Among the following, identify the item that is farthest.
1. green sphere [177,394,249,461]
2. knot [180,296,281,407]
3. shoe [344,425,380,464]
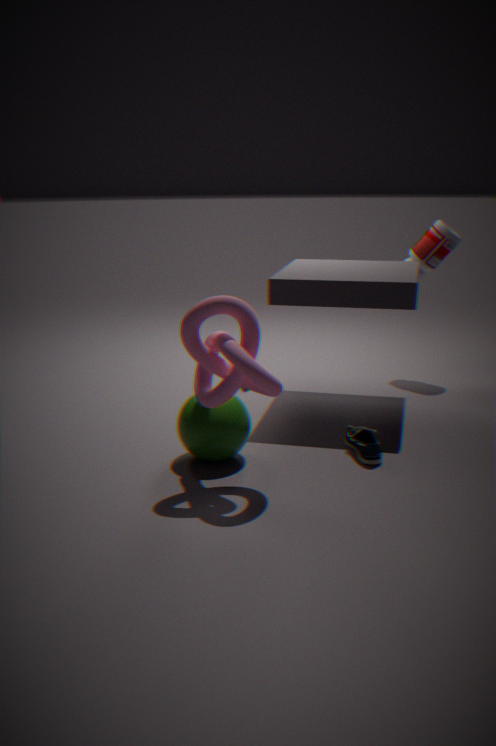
shoe [344,425,380,464]
